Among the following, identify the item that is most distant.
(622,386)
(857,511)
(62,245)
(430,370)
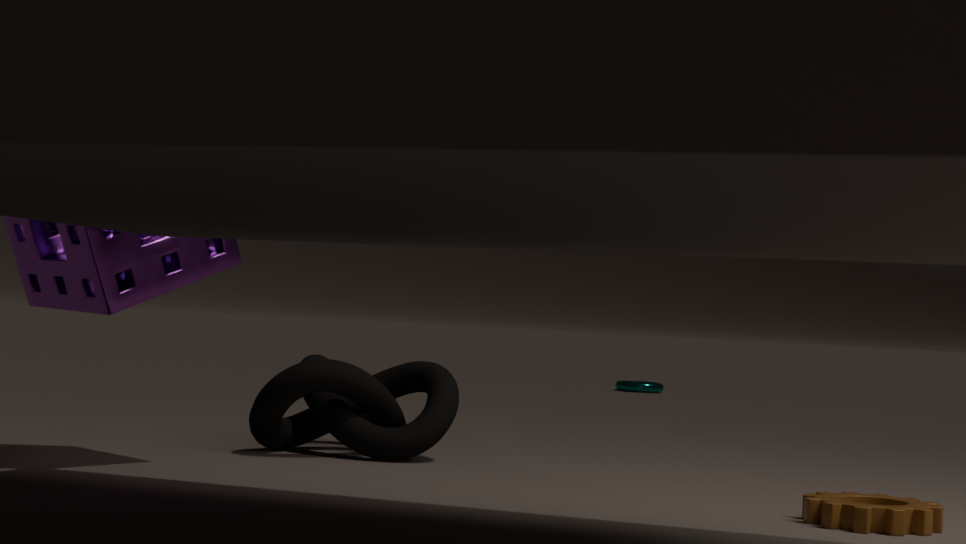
(622,386)
